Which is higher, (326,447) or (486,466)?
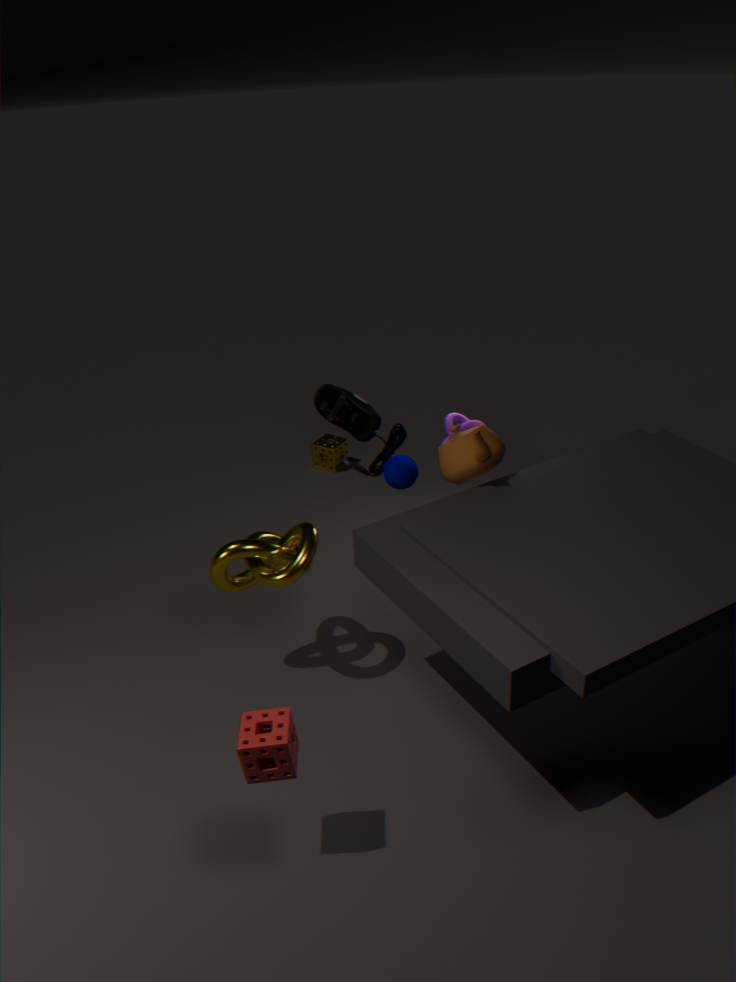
(486,466)
